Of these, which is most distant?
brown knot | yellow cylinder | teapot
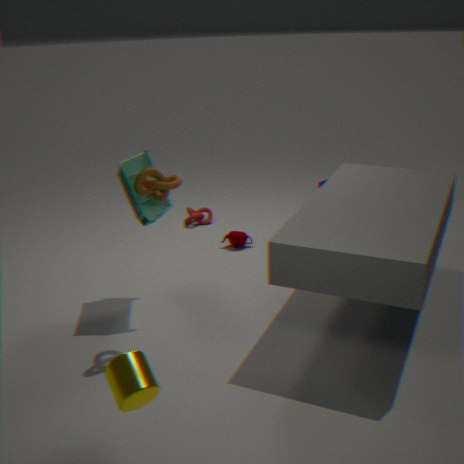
teapot
